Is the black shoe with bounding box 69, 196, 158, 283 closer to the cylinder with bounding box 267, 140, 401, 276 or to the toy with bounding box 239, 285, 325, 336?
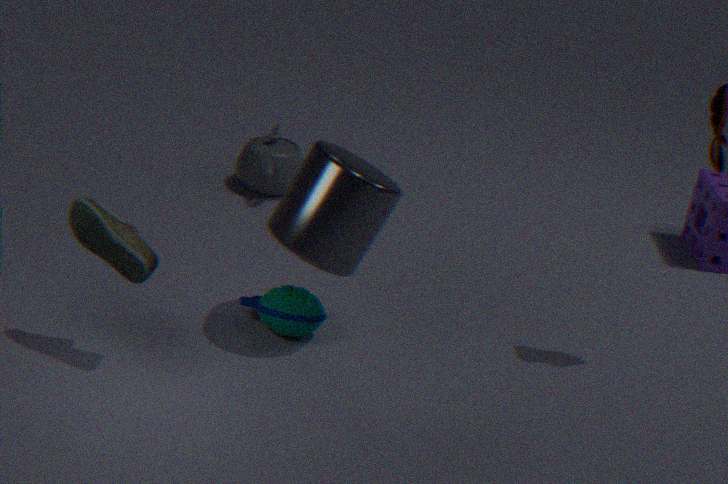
the cylinder with bounding box 267, 140, 401, 276
